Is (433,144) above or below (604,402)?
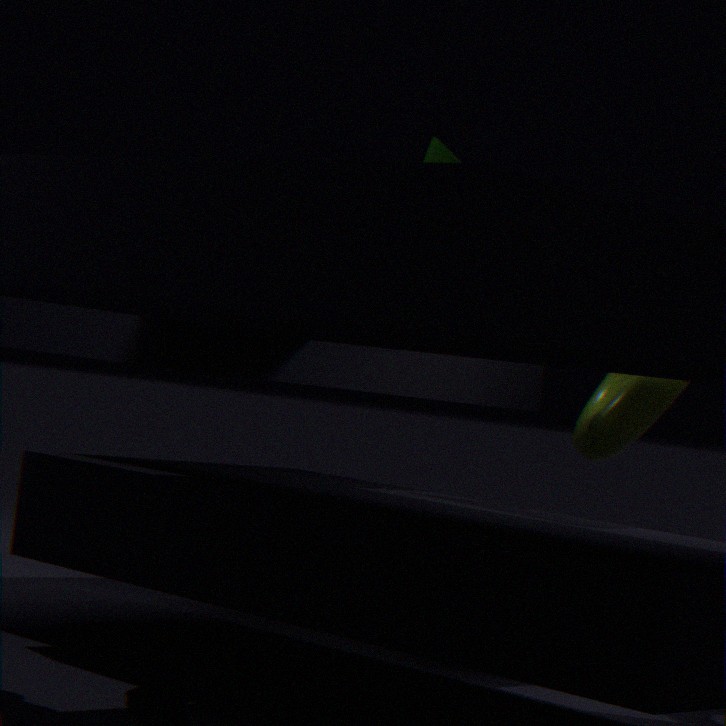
above
